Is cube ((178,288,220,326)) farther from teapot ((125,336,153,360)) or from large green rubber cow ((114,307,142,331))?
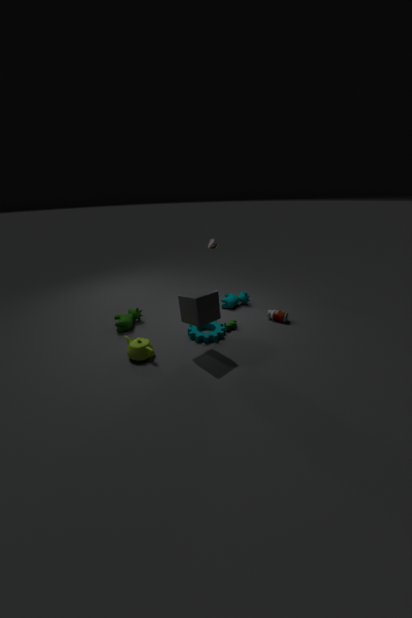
large green rubber cow ((114,307,142,331))
